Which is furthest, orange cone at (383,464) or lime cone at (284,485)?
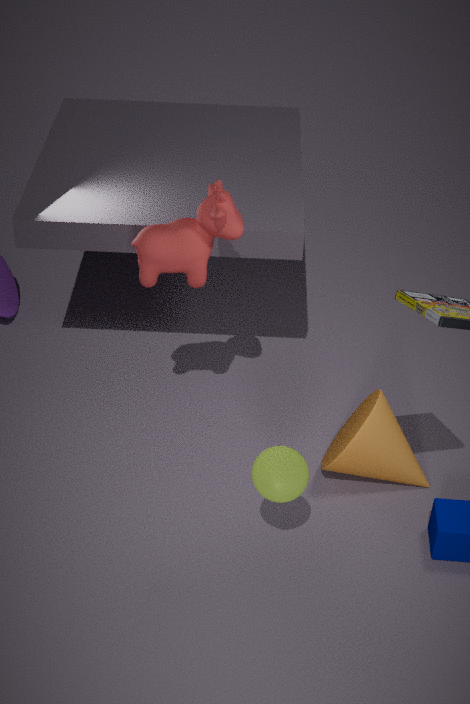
orange cone at (383,464)
